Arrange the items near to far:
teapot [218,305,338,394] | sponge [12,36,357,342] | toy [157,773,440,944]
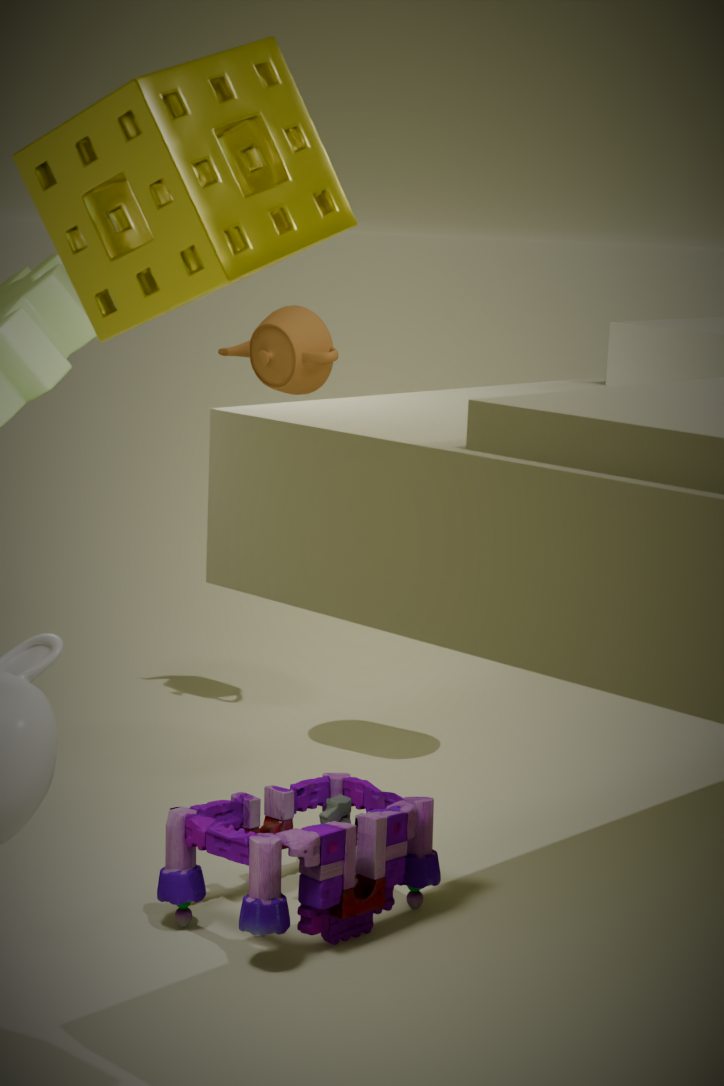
1. sponge [12,36,357,342]
2. toy [157,773,440,944]
3. teapot [218,305,338,394]
